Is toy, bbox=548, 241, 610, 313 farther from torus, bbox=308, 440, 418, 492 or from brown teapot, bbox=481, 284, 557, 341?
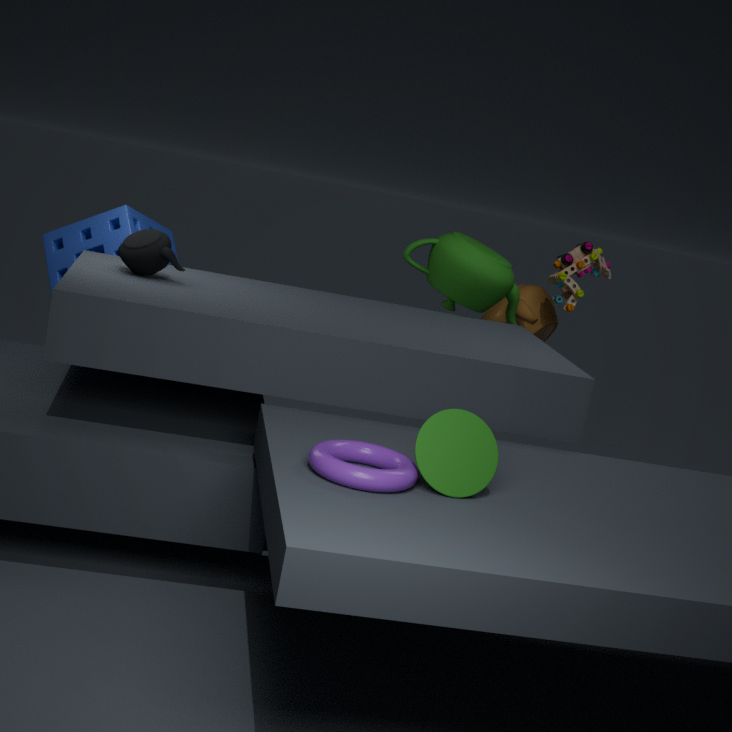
torus, bbox=308, 440, 418, 492
